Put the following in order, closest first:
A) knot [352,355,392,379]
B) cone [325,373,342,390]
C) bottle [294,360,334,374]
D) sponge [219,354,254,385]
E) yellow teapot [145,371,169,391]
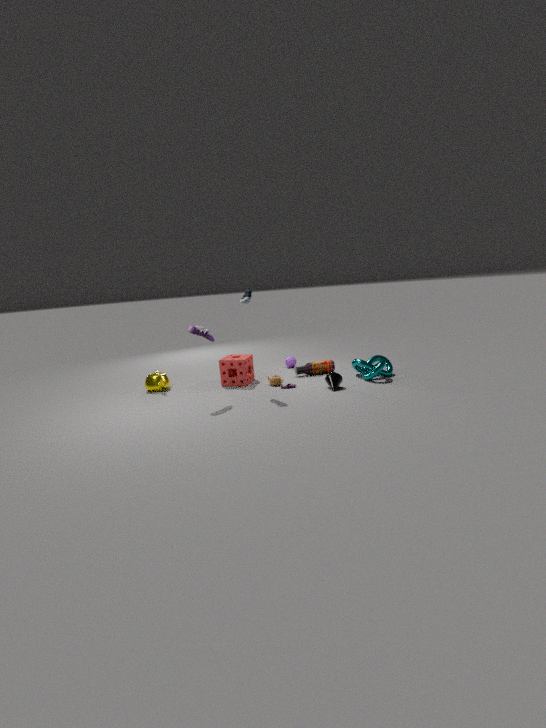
cone [325,373,342,390]
knot [352,355,392,379]
sponge [219,354,254,385]
yellow teapot [145,371,169,391]
bottle [294,360,334,374]
